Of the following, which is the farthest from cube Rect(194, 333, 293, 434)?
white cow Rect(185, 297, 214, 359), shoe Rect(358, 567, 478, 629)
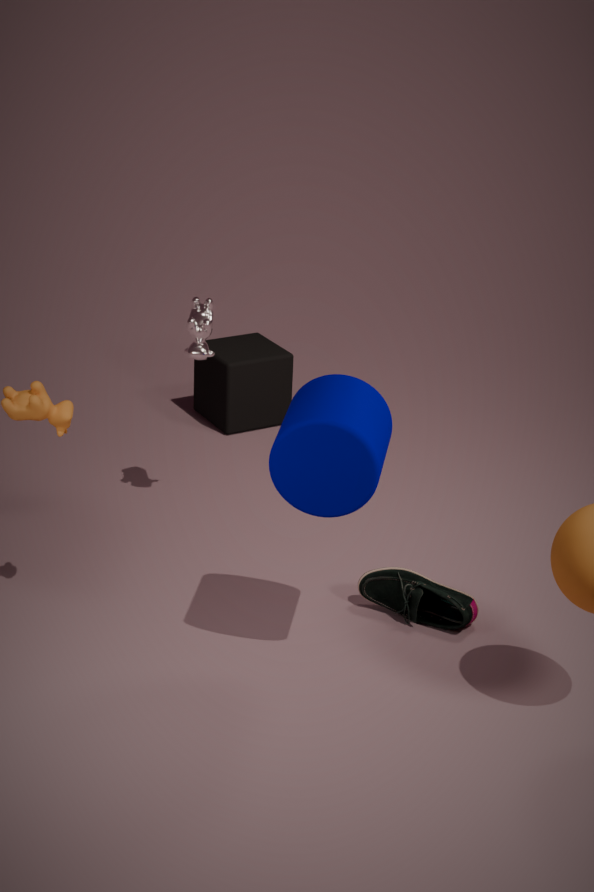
shoe Rect(358, 567, 478, 629)
